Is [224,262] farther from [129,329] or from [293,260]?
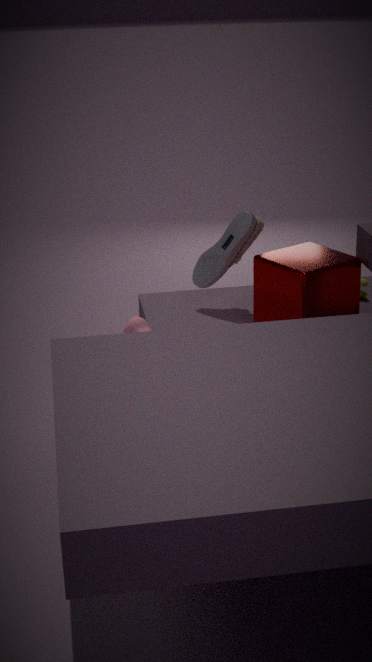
[129,329]
